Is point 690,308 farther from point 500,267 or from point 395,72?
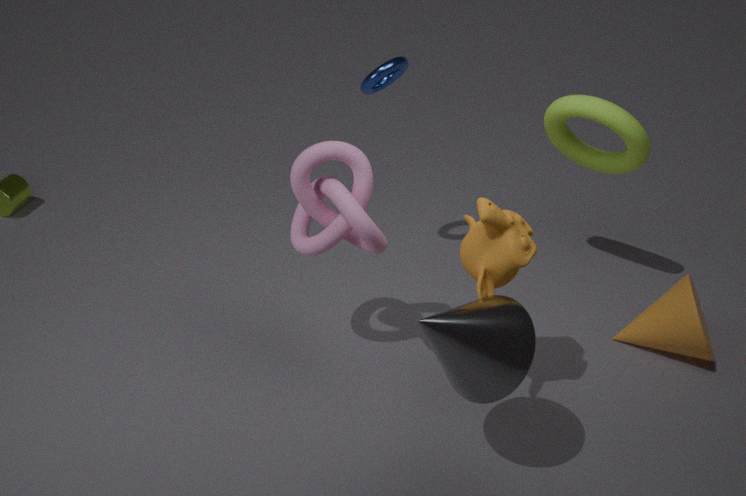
point 395,72
